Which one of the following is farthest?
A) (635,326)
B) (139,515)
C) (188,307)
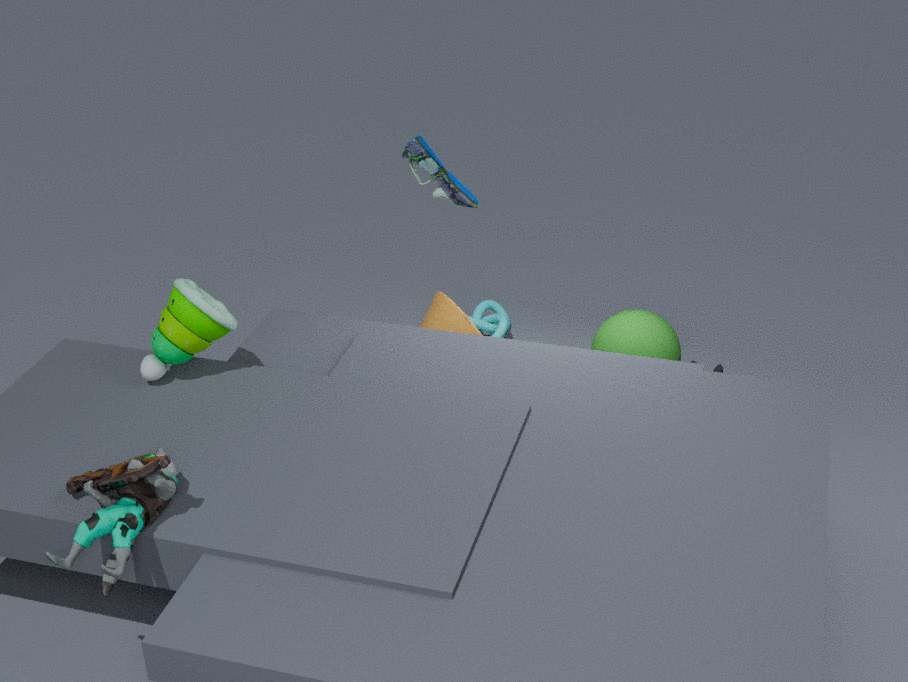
(635,326)
